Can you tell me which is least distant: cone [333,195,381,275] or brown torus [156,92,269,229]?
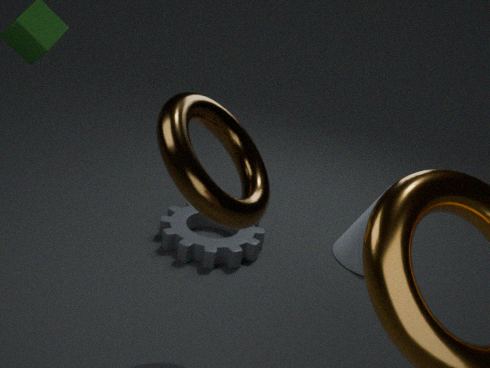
brown torus [156,92,269,229]
